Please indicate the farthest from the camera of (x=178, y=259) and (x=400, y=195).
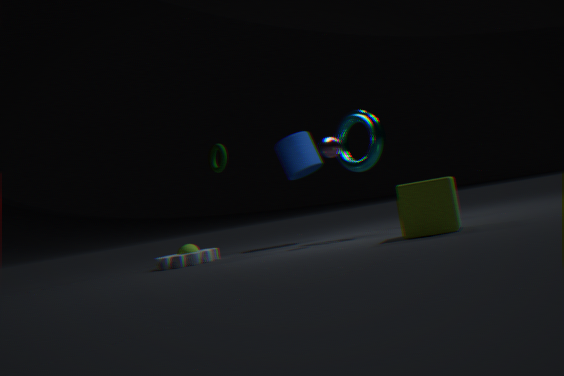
(x=178, y=259)
